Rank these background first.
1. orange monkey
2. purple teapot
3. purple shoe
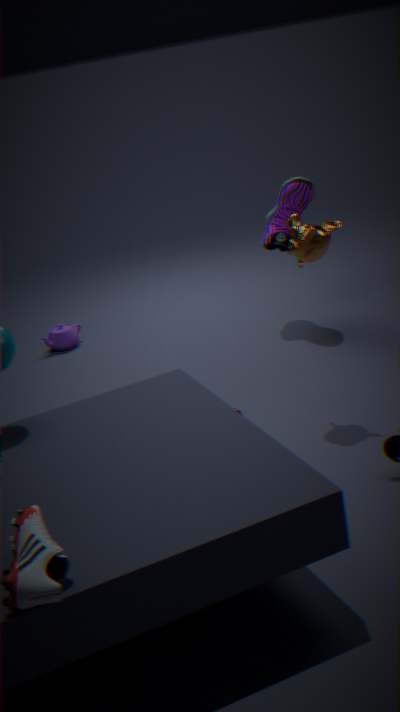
purple teapot
purple shoe
orange monkey
